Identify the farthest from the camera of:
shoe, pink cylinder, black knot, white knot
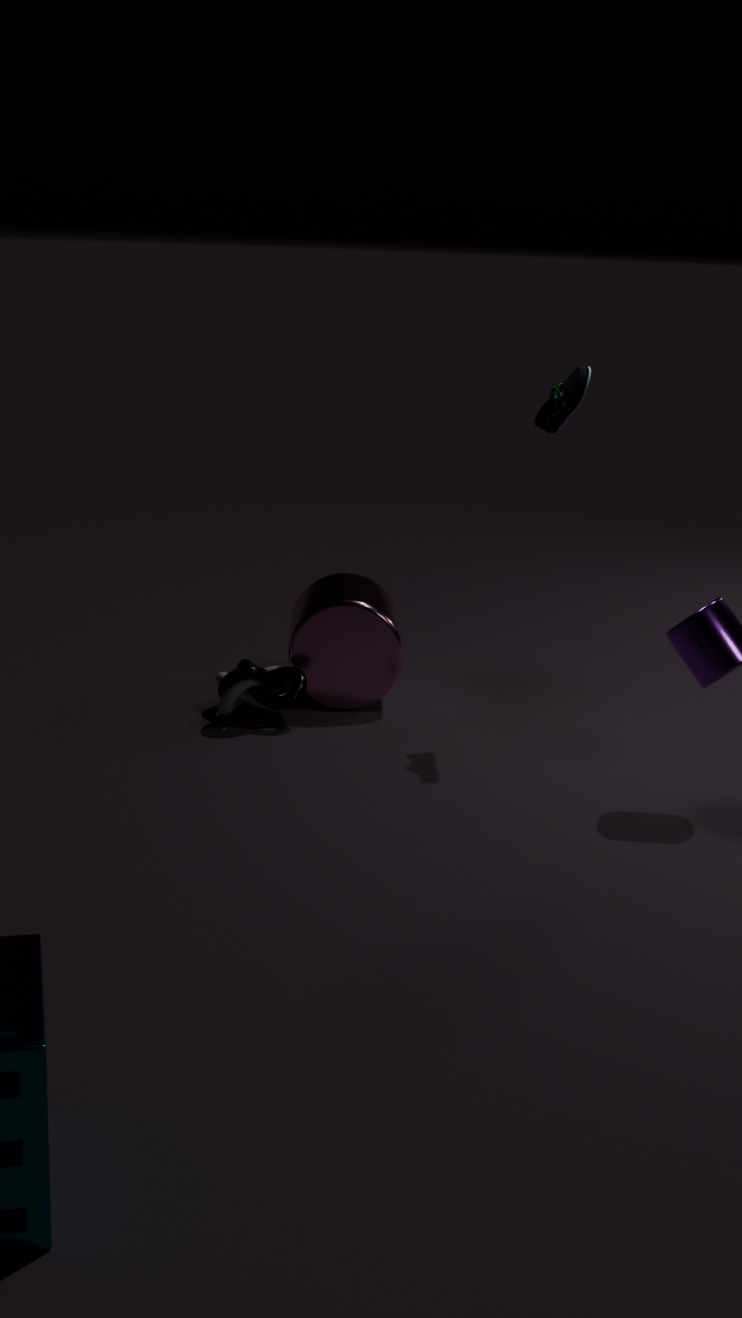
pink cylinder
